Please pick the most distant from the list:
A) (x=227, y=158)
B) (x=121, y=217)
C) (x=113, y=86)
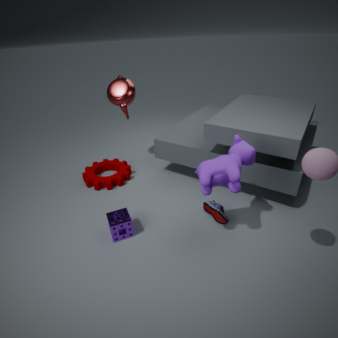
(x=113, y=86)
